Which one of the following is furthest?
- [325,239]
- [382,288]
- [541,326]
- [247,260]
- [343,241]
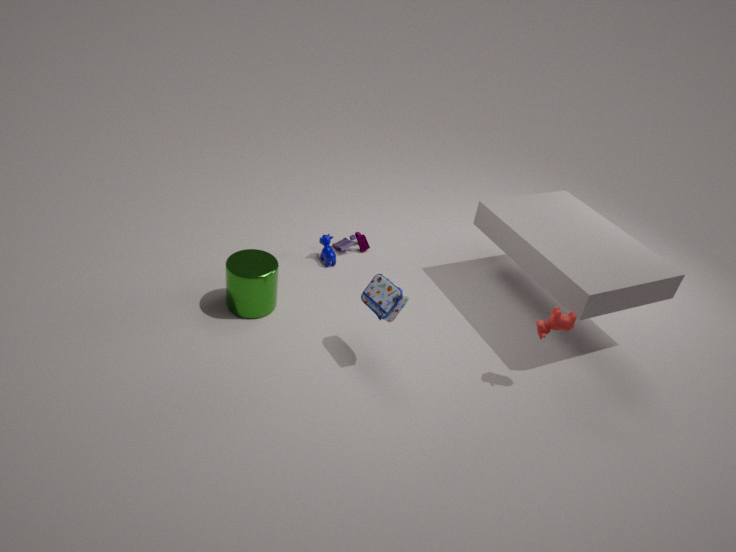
[343,241]
